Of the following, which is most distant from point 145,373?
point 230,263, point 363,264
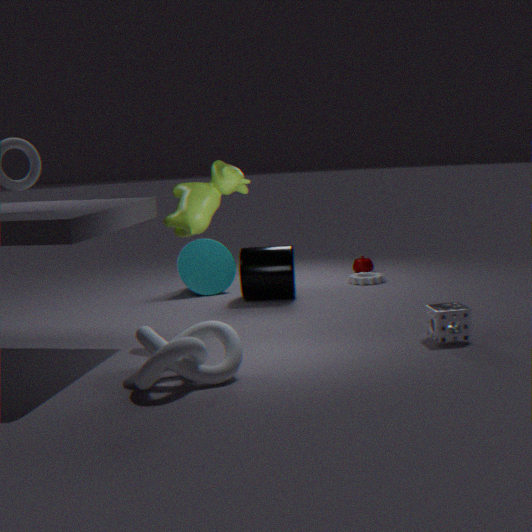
point 363,264
